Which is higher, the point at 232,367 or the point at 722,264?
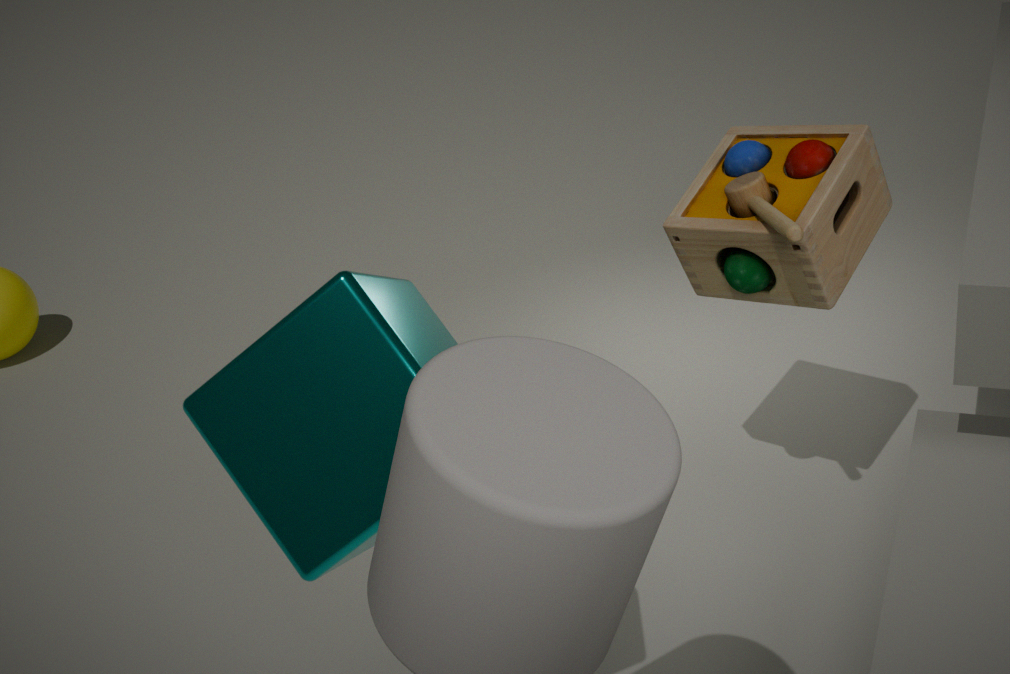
the point at 232,367
